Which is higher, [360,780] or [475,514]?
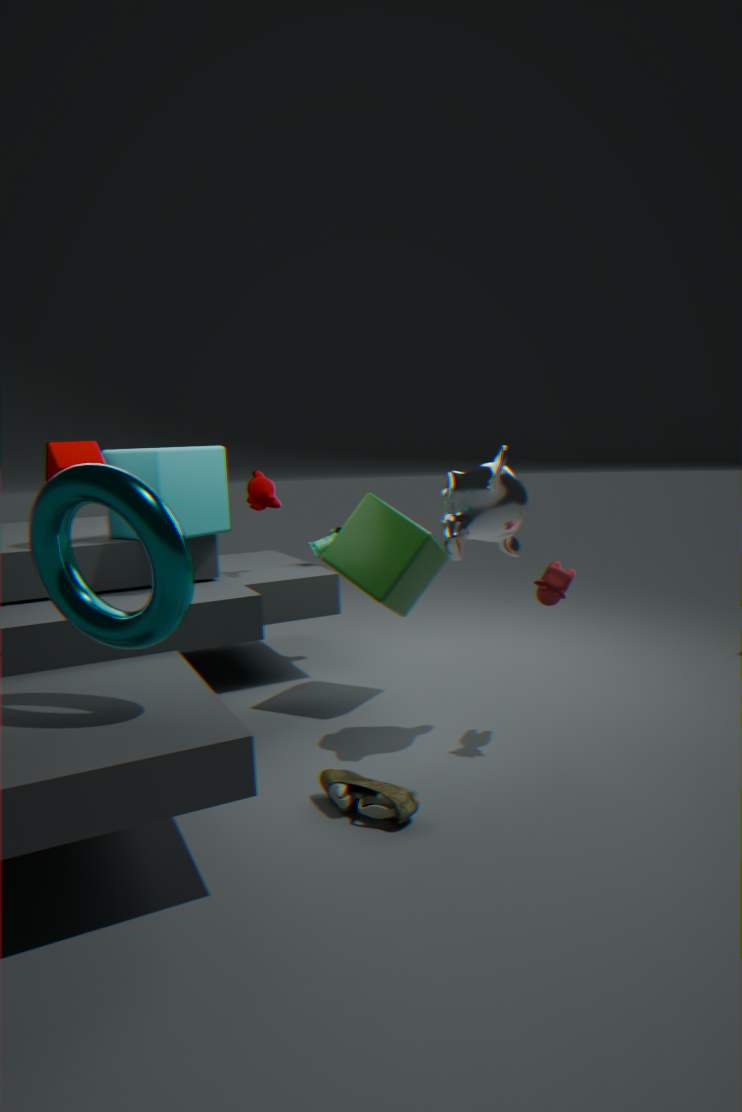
[475,514]
